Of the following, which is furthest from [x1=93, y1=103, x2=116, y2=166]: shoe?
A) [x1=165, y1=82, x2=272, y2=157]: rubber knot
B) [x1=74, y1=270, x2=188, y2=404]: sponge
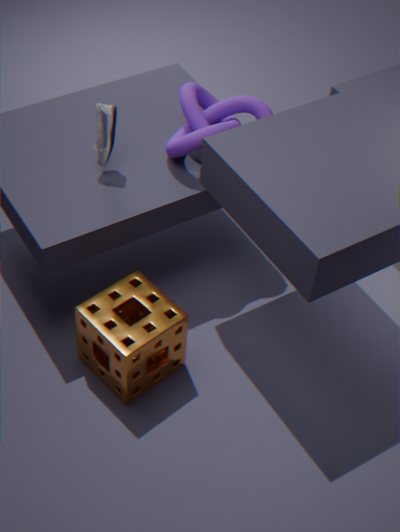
[x1=74, y1=270, x2=188, y2=404]: sponge
